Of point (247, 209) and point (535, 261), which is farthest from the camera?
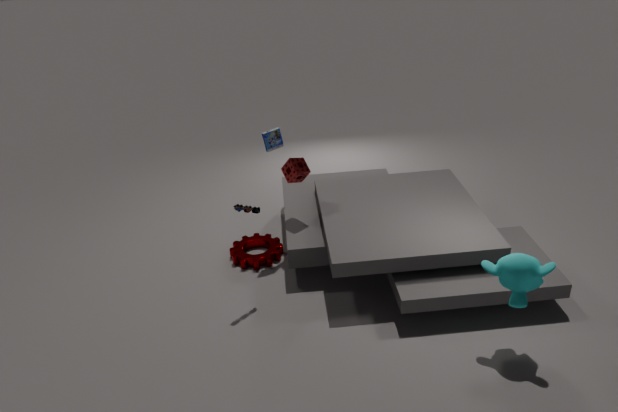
point (247, 209)
